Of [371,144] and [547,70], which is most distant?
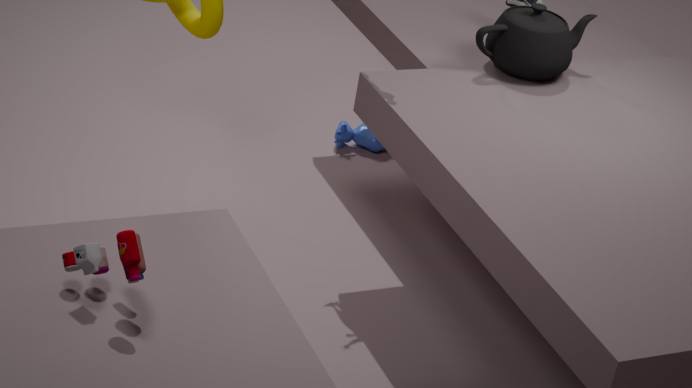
[371,144]
